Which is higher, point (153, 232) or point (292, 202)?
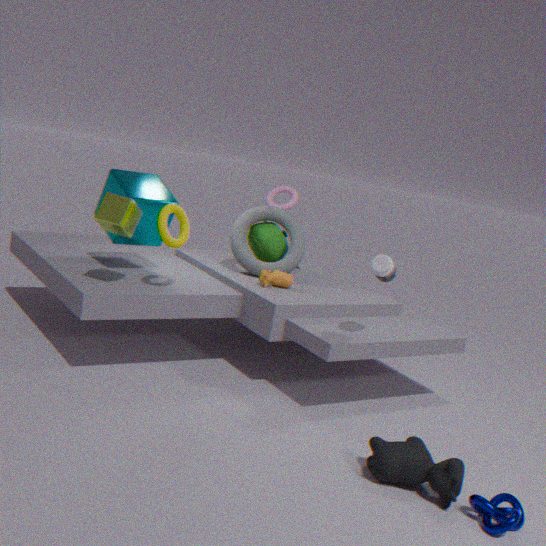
point (292, 202)
